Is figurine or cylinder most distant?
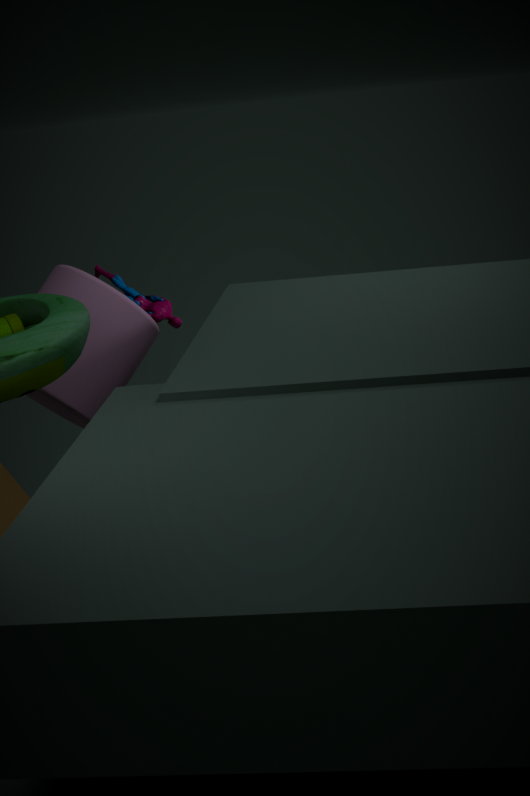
figurine
